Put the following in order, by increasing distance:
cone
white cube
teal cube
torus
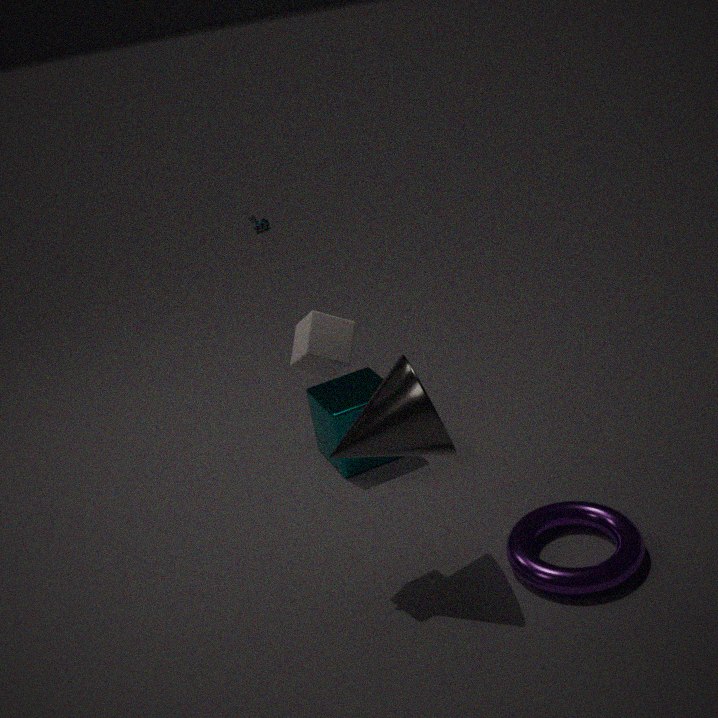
cone < white cube < torus < teal cube
